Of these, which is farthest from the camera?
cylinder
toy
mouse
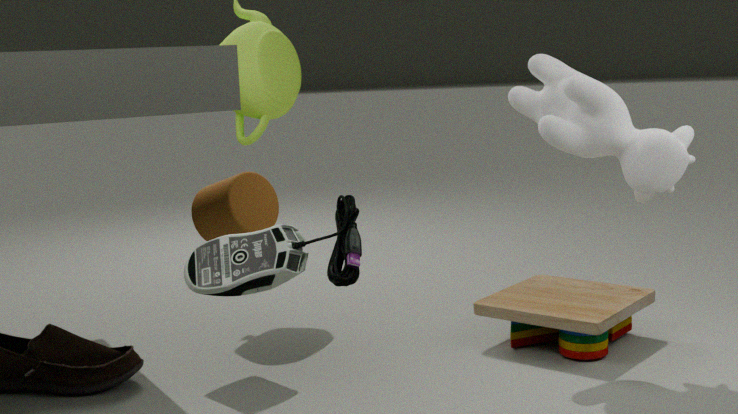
toy
